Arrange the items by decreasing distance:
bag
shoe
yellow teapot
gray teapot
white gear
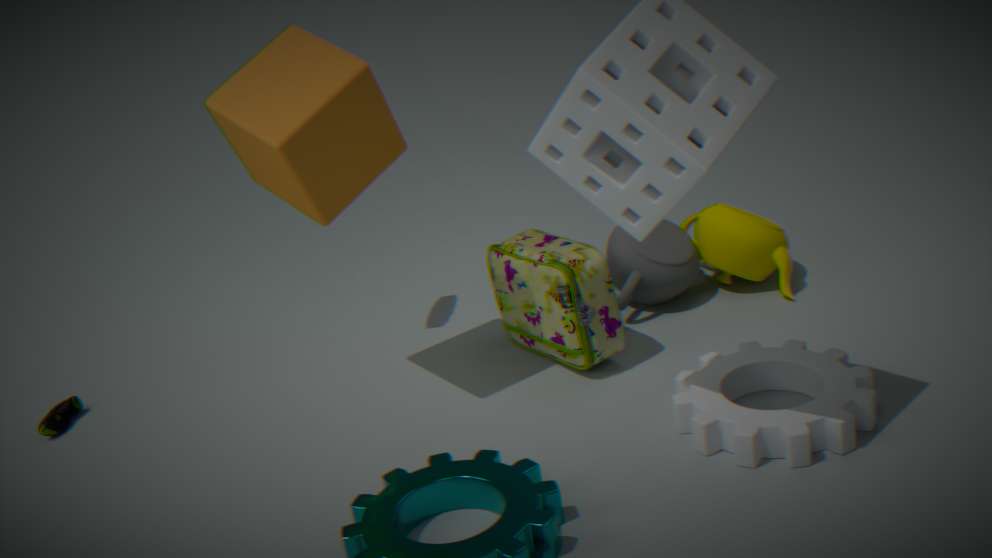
yellow teapot < gray teapot < shoe < bag < white gear
